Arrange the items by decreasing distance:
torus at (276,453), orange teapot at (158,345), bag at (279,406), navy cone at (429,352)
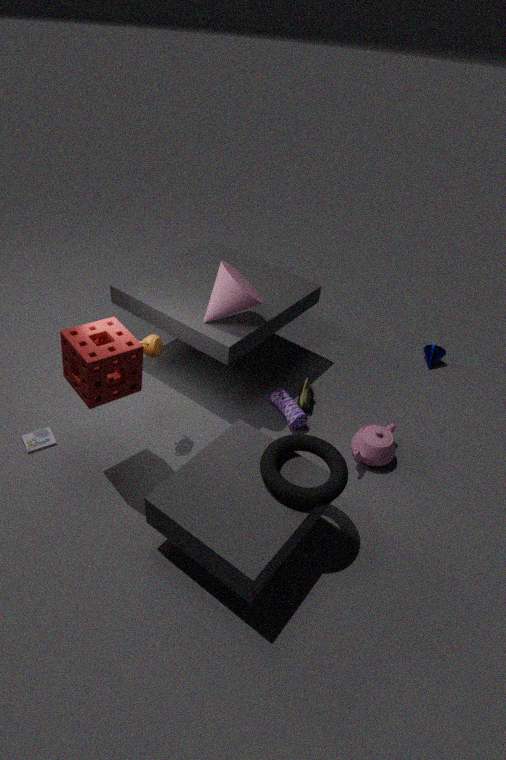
navy cone at (429,352) < bag at (279,406) < orange teapot at (158,345) < torus at (276,453)
